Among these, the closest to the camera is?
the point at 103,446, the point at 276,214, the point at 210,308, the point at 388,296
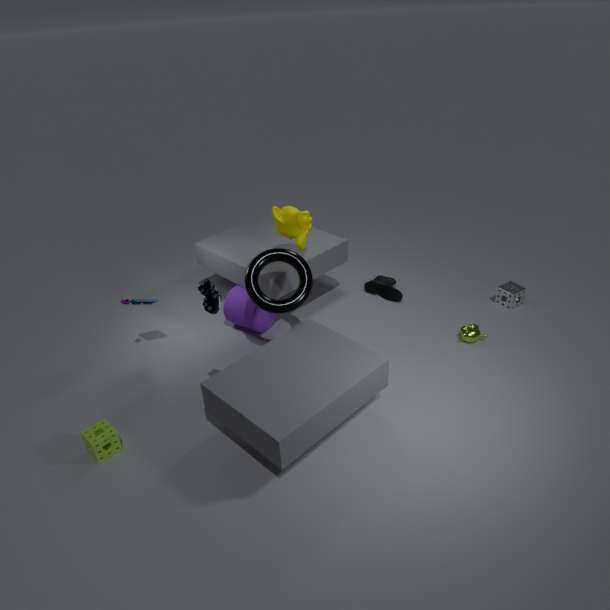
the point at 210,308
